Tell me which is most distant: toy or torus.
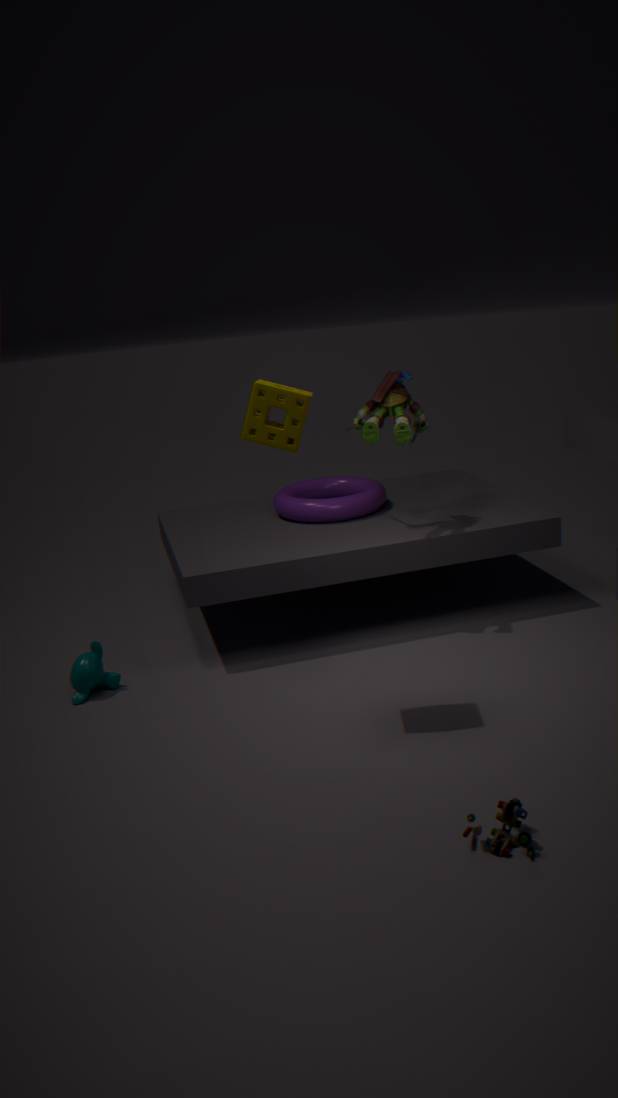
torus
